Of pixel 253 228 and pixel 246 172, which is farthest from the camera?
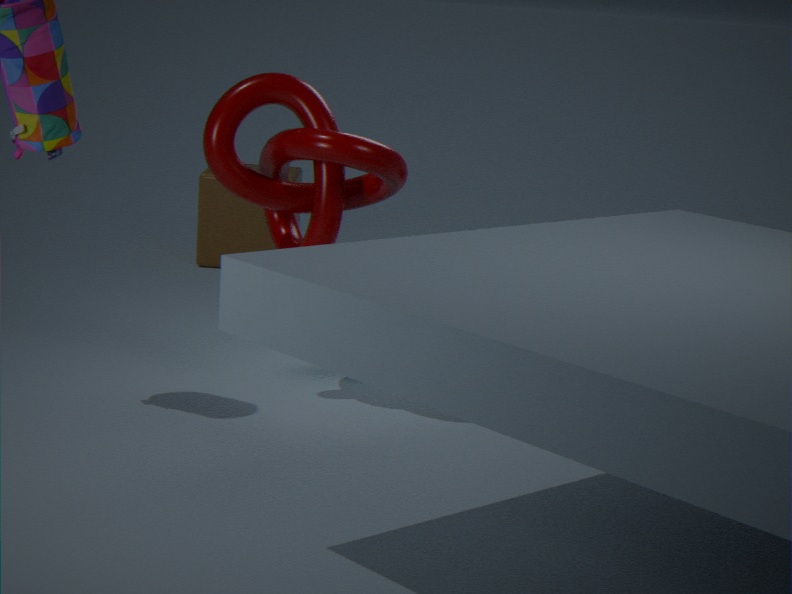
pixel 253 228
